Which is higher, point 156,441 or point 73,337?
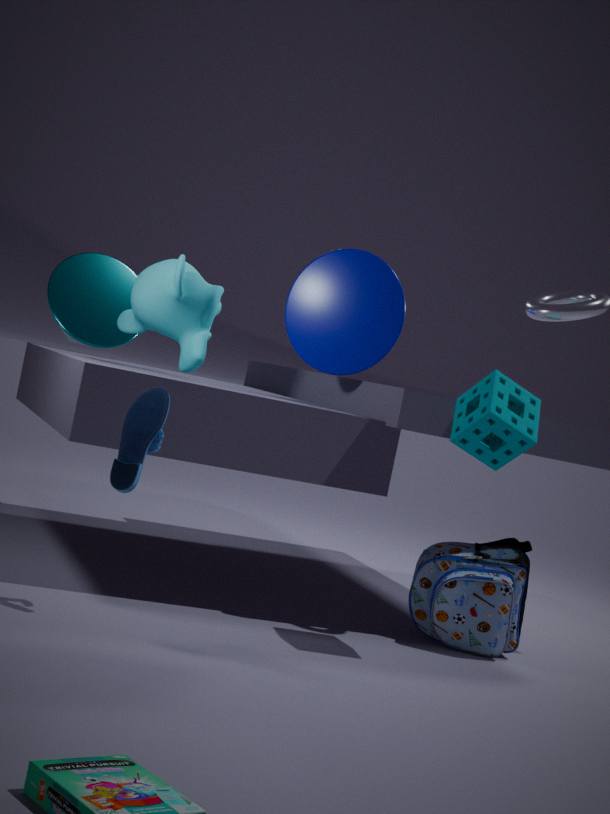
point 73,337
